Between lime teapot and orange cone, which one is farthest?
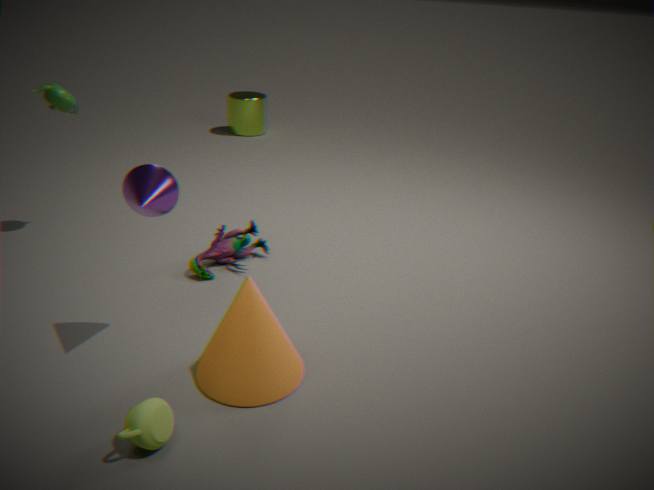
orange cone
